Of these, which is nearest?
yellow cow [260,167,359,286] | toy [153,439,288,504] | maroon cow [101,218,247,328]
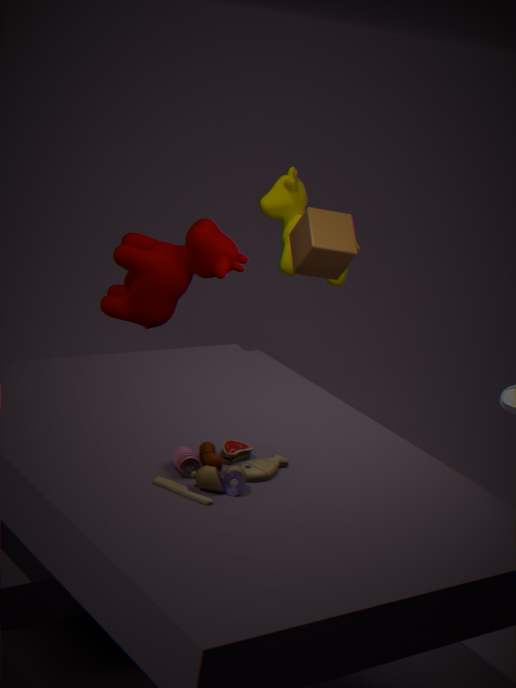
toy [153,439,288,504]
